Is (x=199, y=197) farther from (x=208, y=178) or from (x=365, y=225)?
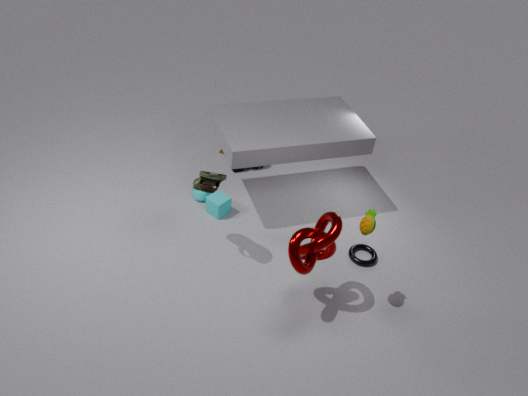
(x=365, y=225)
